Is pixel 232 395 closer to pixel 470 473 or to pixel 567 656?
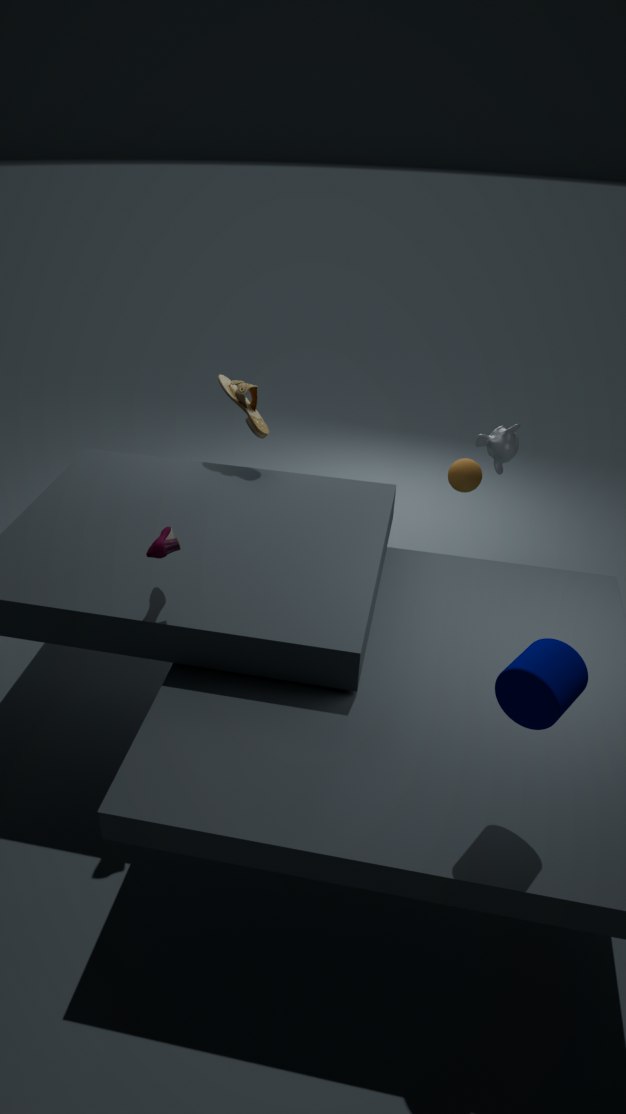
pixel 470 473
